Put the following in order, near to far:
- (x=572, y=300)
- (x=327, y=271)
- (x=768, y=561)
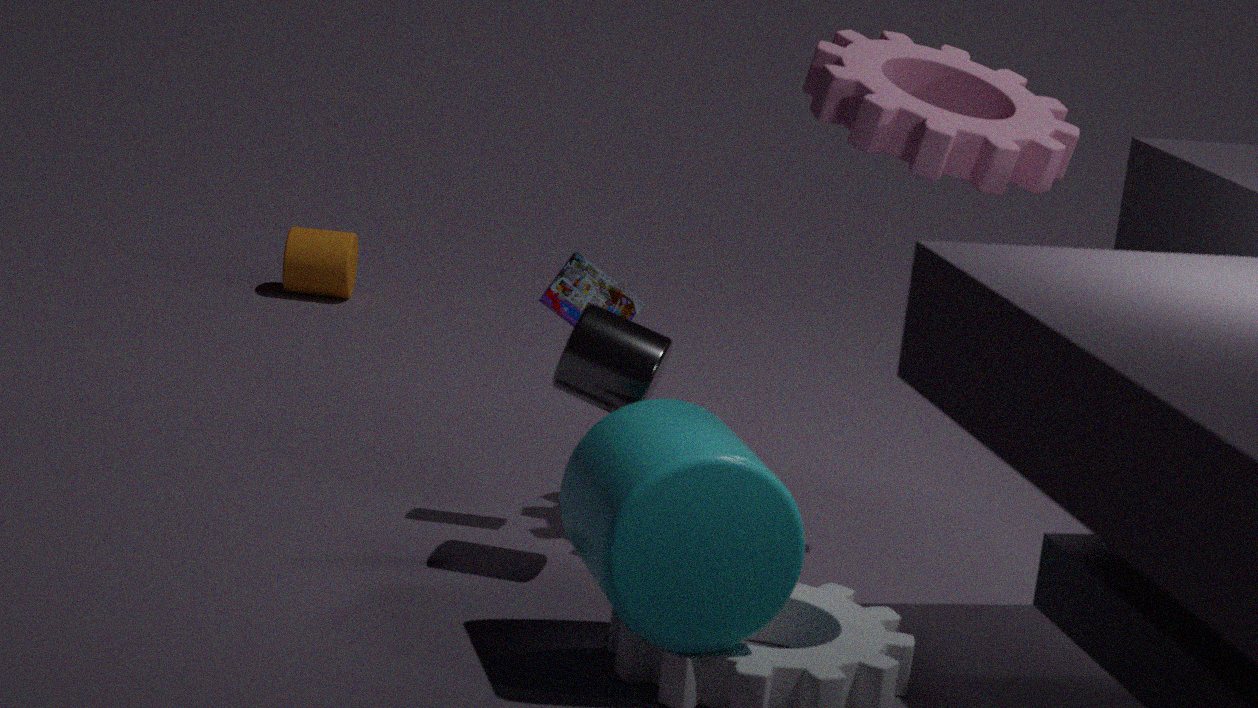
(x=768, y=561) < (x=572, y=300) < (x=327, y=271)
